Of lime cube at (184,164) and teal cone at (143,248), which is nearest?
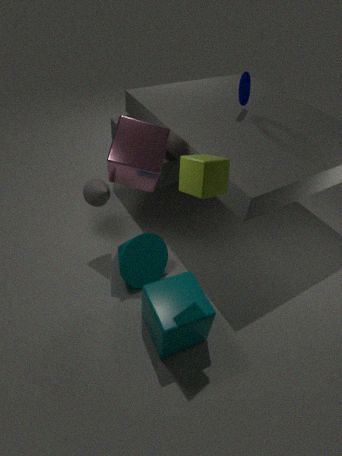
lime cube at (184,164)
